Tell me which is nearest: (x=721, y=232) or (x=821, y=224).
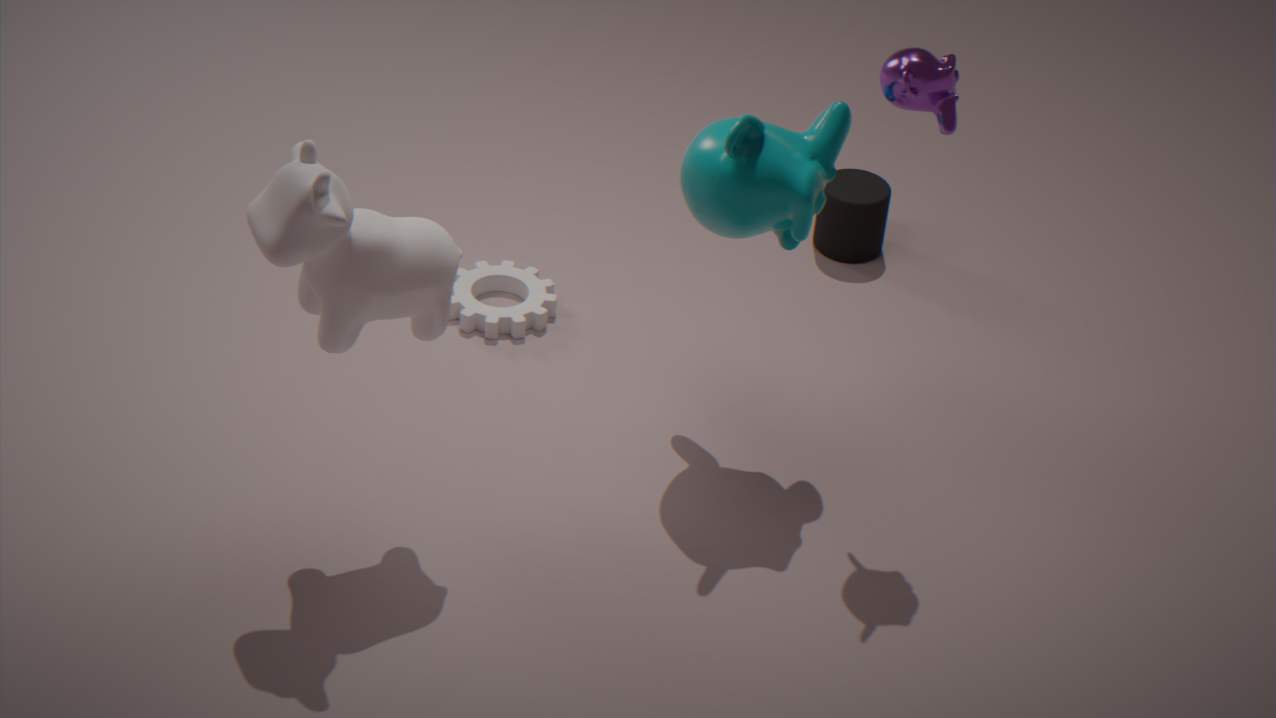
(x=721, y=232)
